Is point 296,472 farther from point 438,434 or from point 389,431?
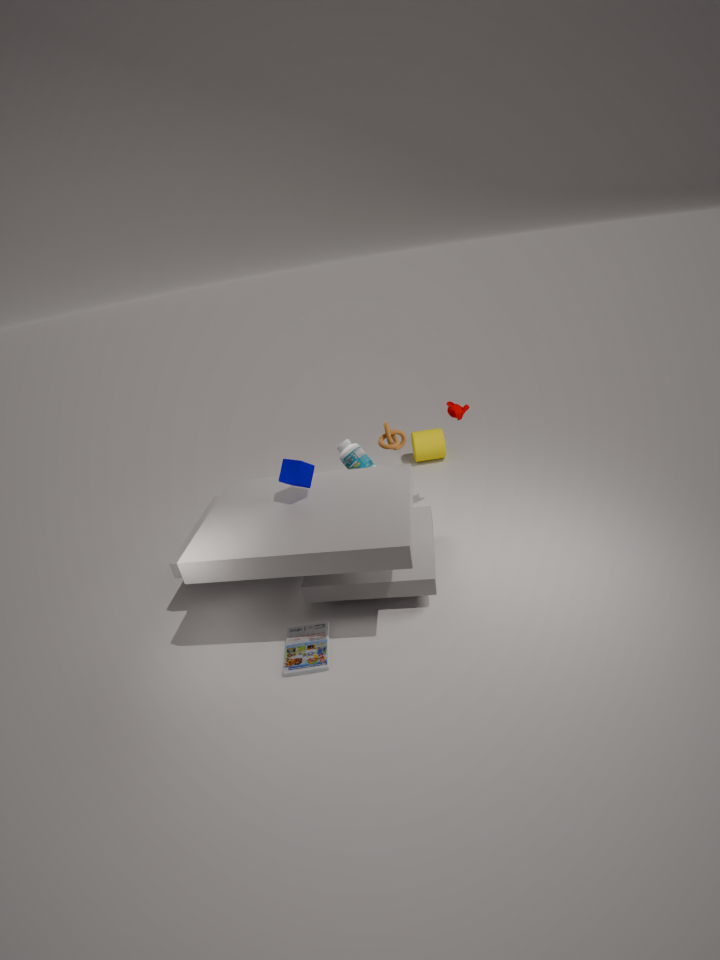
point 438,434
